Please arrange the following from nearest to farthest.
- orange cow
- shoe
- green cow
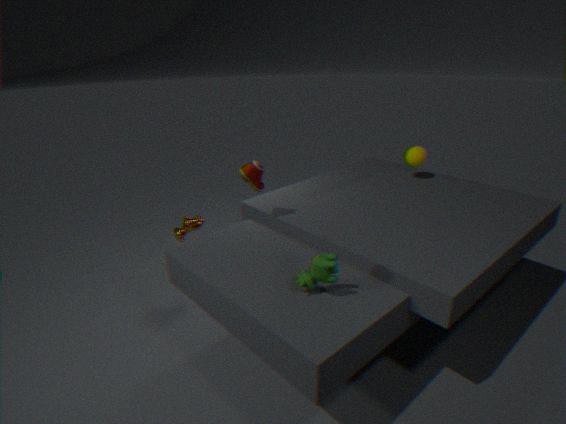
1. green cow
2. shoe
3. orange cow
